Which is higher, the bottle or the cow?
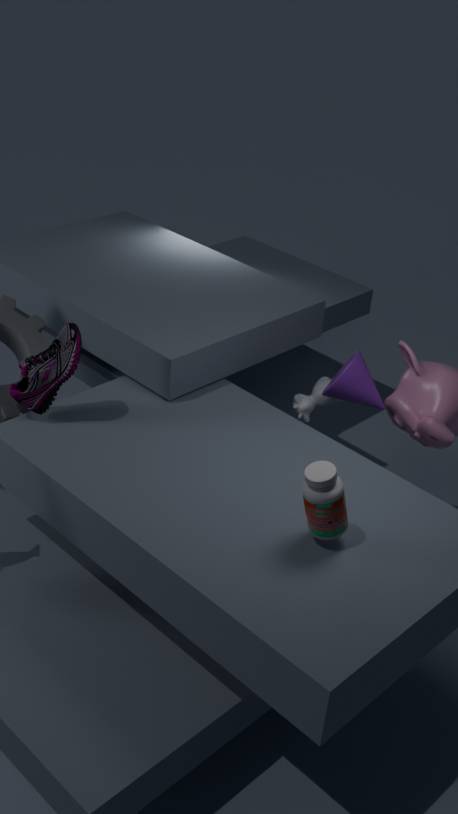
the bottle
